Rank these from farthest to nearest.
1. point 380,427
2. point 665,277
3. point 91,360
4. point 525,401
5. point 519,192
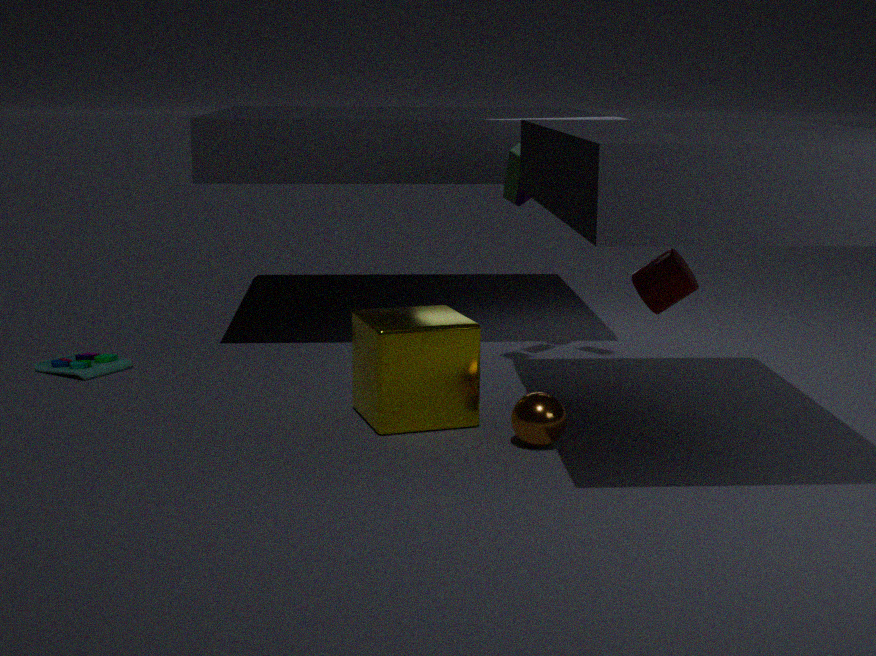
point 91,360 < point 519,192 < point 665,277 < point 380,427 < point 525,401
